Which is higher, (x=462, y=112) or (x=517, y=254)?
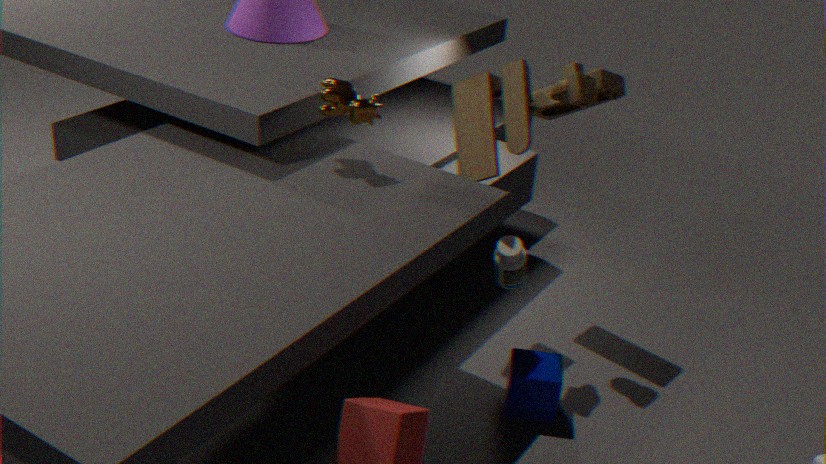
(x=462, y=112)
